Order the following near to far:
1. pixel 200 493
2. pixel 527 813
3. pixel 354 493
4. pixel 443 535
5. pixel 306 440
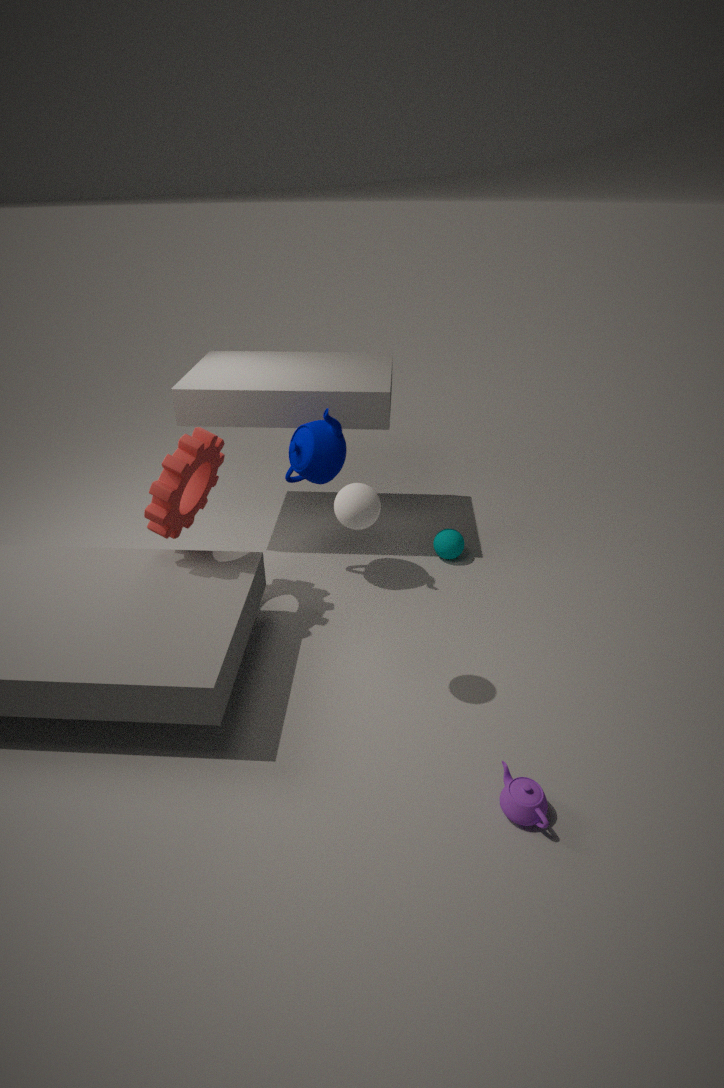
pixel 527 813, pixel 354 493, pixel 200 493, pixel 306 440, pixel 443 535
